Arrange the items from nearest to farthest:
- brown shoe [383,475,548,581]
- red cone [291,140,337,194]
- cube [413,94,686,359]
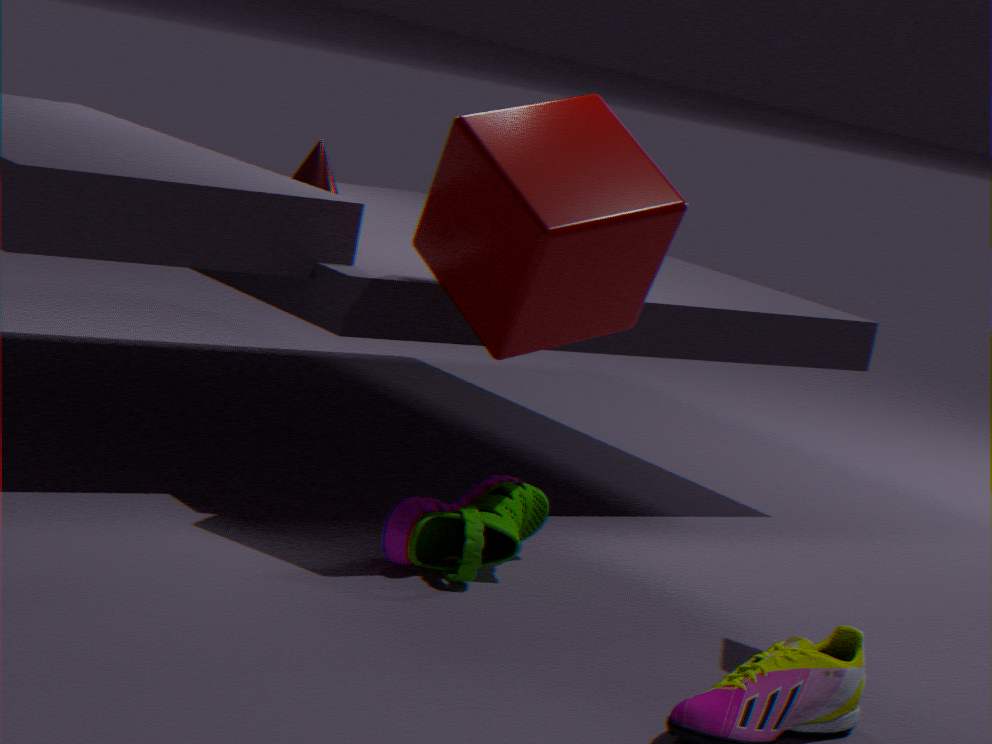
1. cube [413,94,686,359]
2. brown shoe [383,475,548,581]
3. red cone [291,140,337,194]
